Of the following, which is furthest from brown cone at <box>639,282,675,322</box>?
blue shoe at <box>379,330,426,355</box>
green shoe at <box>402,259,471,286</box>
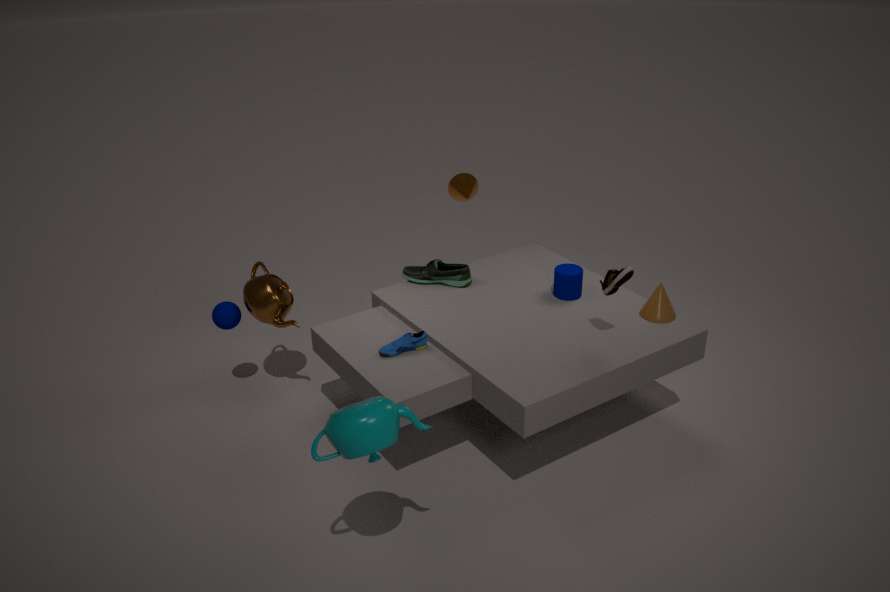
blue shoe at <box>379,330,426,355</box>
